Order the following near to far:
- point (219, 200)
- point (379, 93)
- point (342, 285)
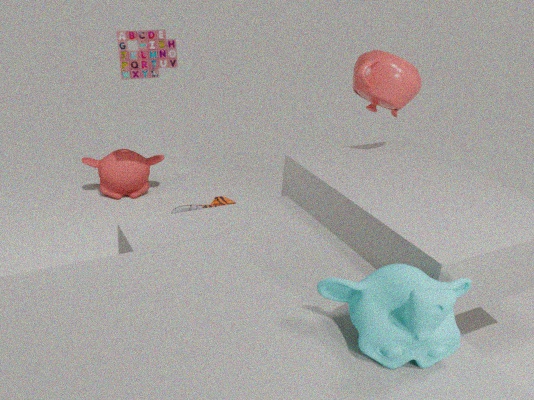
point (342, 285), point (379, 93), point (219, 200)
